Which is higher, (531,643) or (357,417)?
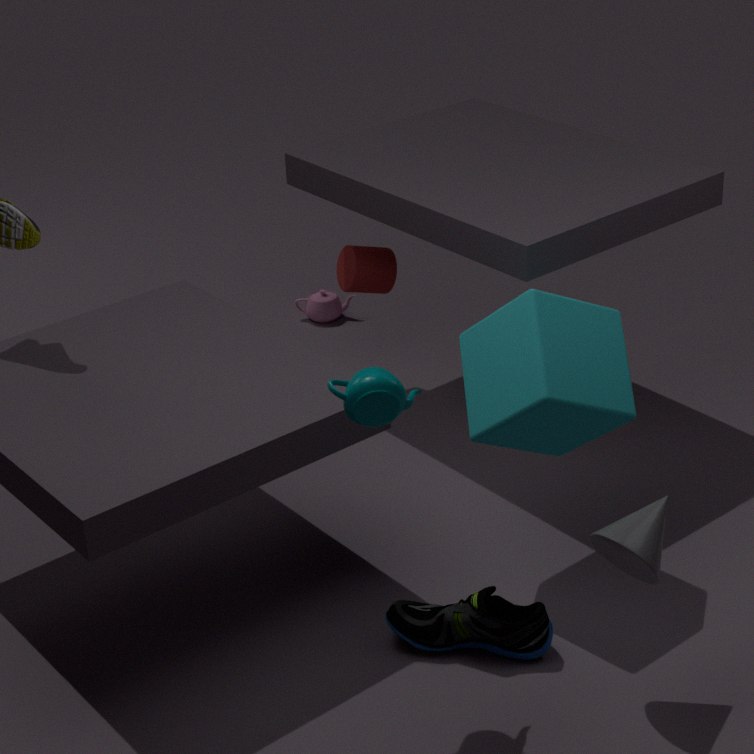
(357,417)
